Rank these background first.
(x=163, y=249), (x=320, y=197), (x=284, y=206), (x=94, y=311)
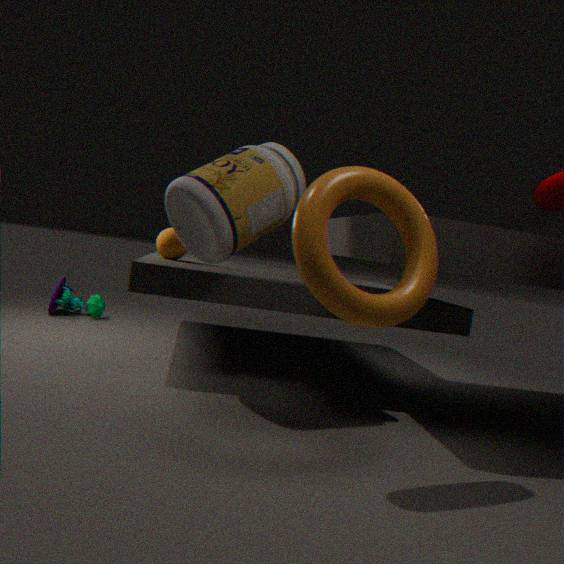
(x=94, y=311)
(x=163, y=249)
(x=284, y=206)
(x=320, y=197)
